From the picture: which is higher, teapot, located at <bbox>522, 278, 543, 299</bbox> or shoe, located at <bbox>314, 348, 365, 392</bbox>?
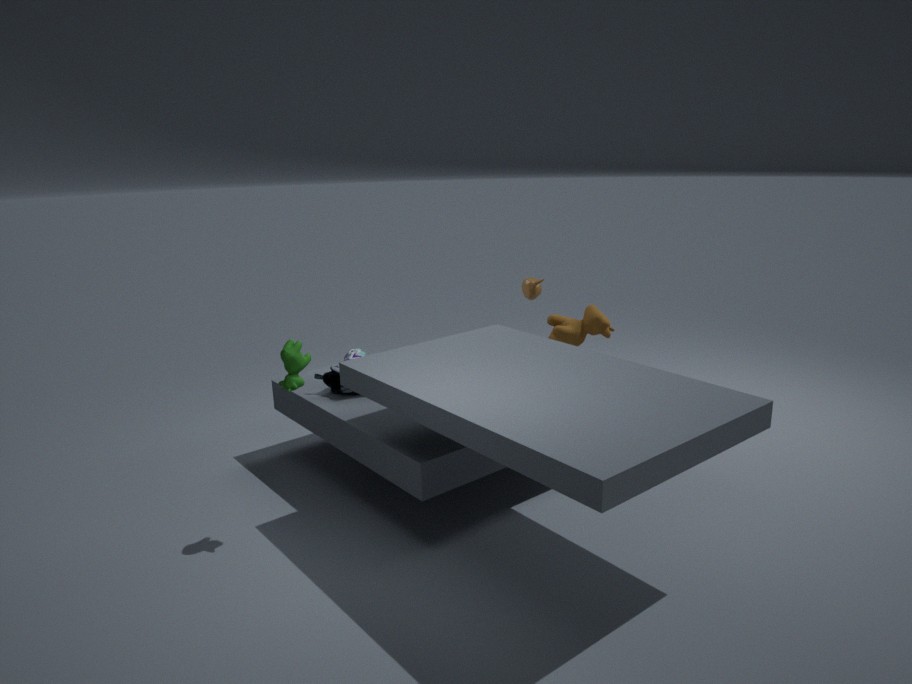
teapot, located at <bbox>522, 278, 543, 299</bbox>
